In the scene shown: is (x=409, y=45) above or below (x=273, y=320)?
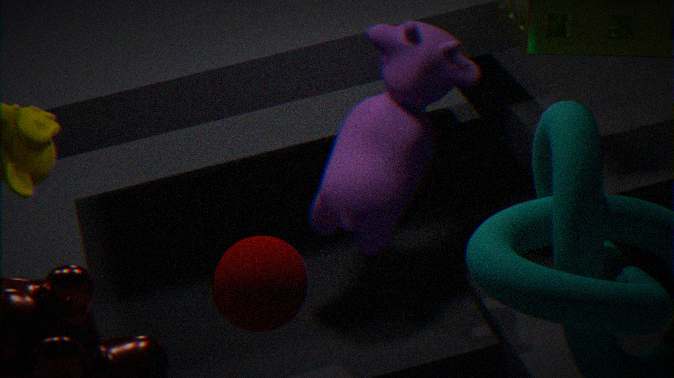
above
